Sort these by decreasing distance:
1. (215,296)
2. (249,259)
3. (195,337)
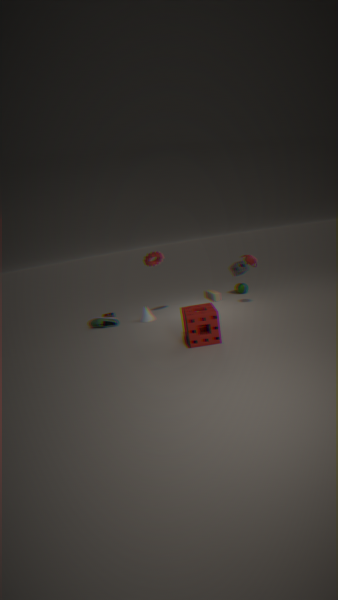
(215,296), (249,259), (195,337)
